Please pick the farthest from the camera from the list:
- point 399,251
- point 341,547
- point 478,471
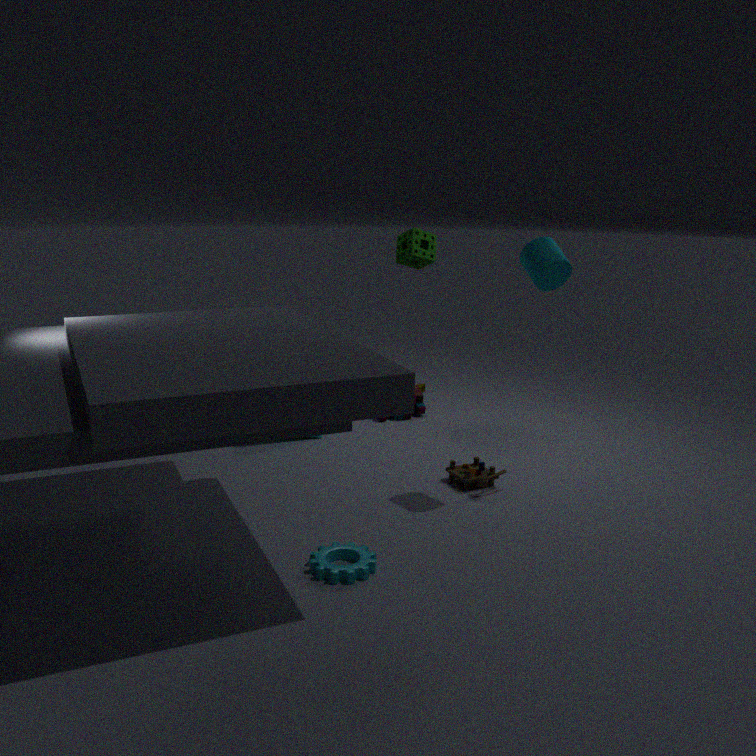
point 399,251
